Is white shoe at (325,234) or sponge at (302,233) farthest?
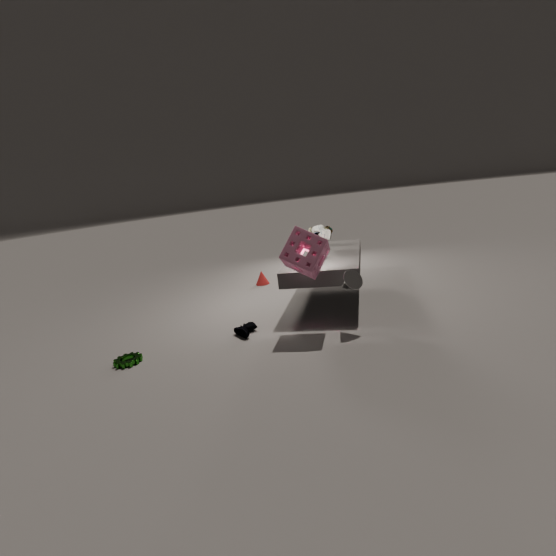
white shoe at (325,234)
